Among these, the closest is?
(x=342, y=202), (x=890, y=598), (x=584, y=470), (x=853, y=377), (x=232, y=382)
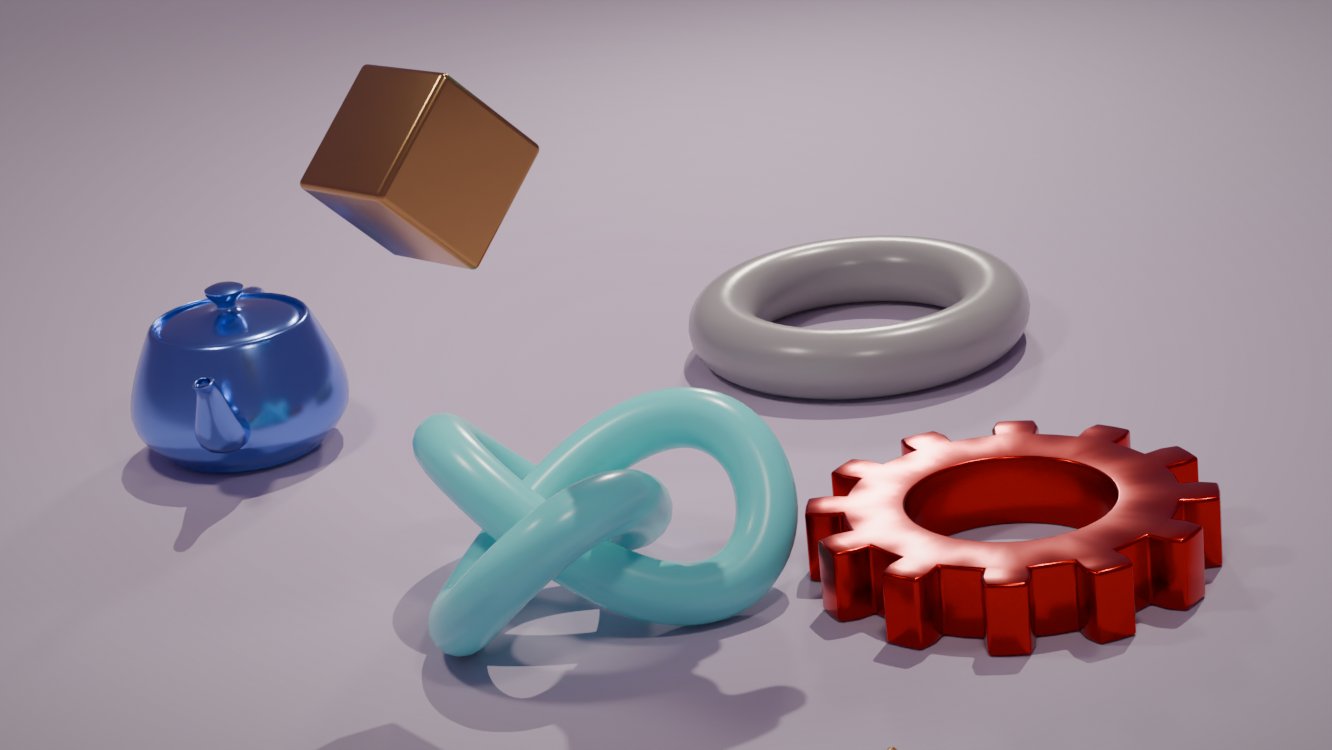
(x=342, y=202)
